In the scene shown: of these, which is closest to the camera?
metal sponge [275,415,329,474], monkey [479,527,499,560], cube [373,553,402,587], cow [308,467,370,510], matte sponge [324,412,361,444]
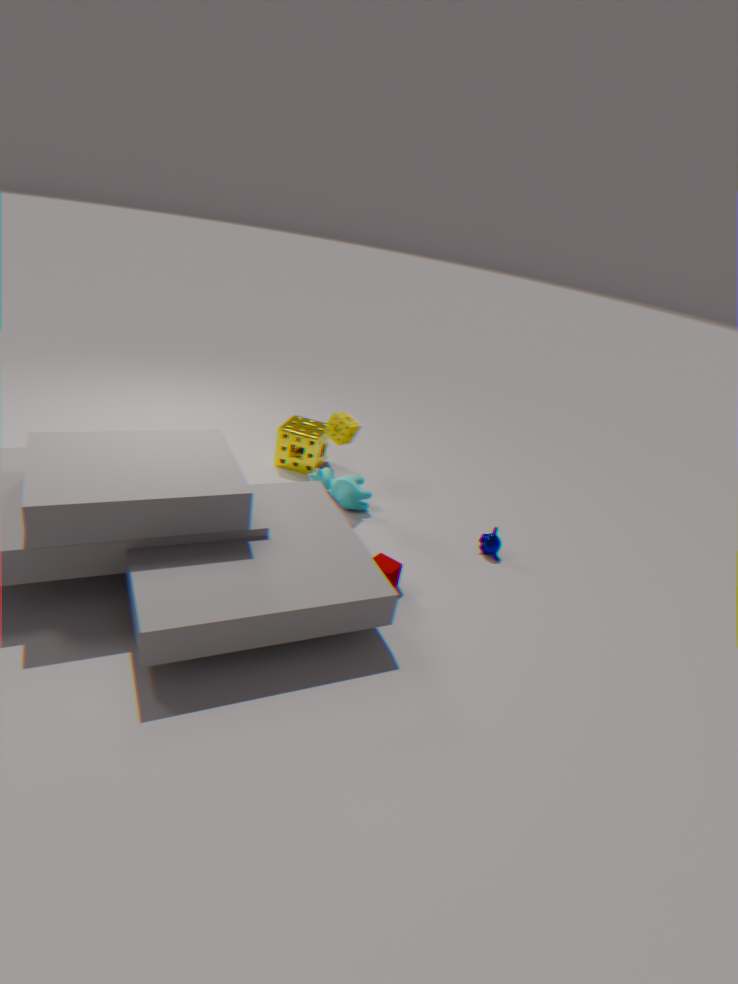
cube [373,553,402,587]
